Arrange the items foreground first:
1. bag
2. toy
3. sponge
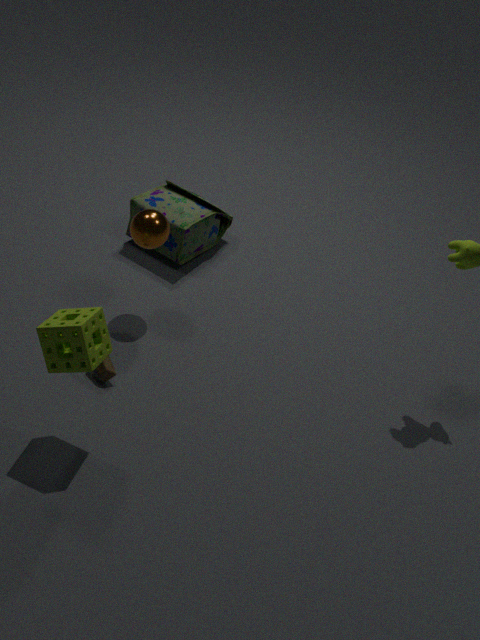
sponge → toy → bag
